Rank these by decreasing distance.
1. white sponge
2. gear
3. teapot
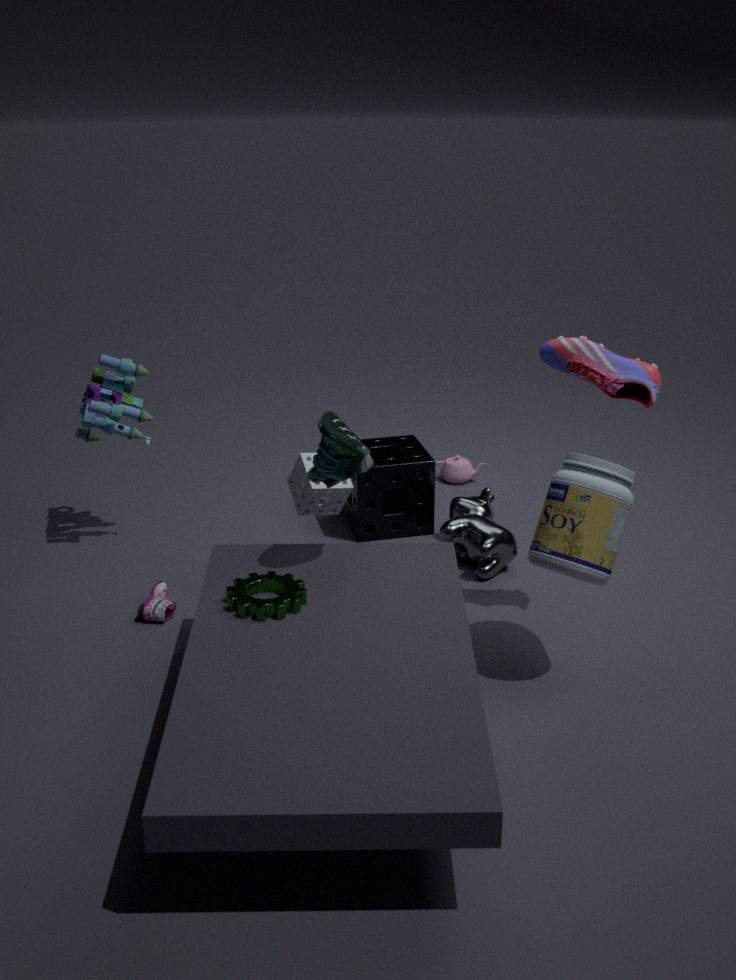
1. teapot
2. white sponge
3. gear
